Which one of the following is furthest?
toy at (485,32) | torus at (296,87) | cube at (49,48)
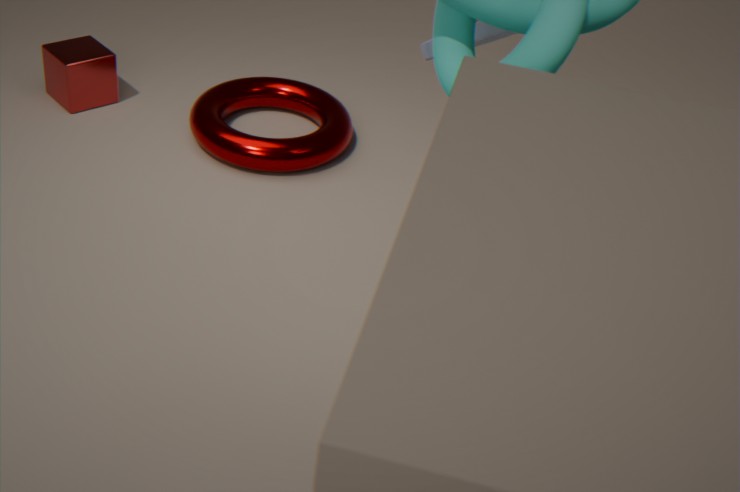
cube at (49,48)
